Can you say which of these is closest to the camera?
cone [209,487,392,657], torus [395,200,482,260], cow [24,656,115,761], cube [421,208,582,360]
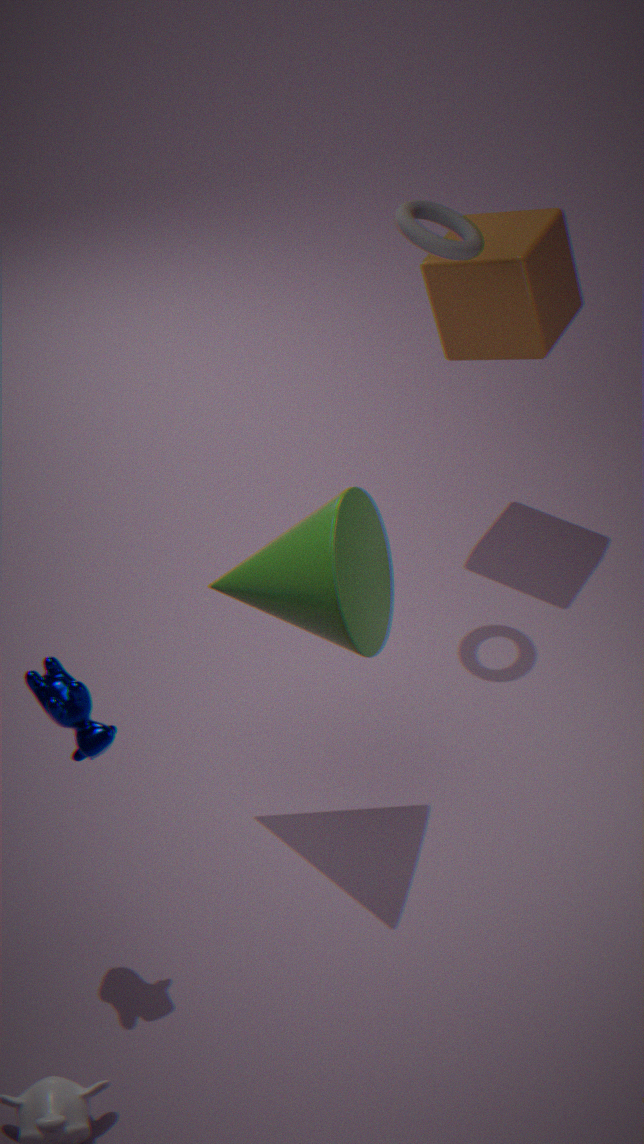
cow [24,656,115,761]
